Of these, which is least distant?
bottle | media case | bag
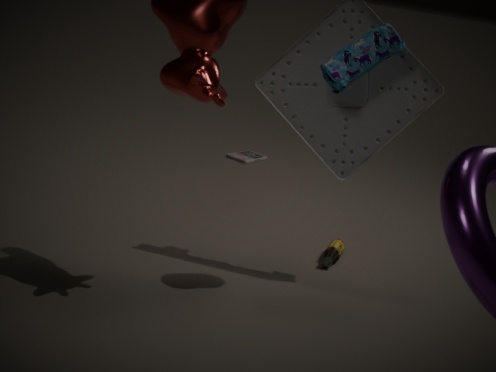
bag
